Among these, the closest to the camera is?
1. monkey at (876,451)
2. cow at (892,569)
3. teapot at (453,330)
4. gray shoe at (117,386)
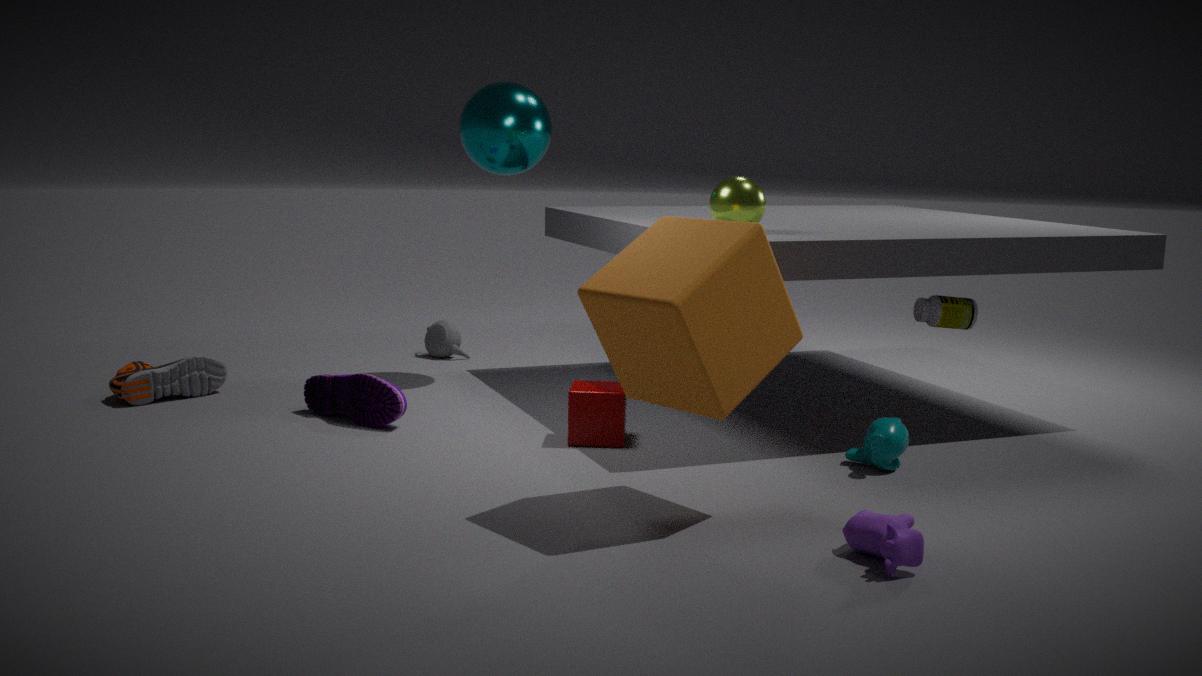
cow at (892,569)
